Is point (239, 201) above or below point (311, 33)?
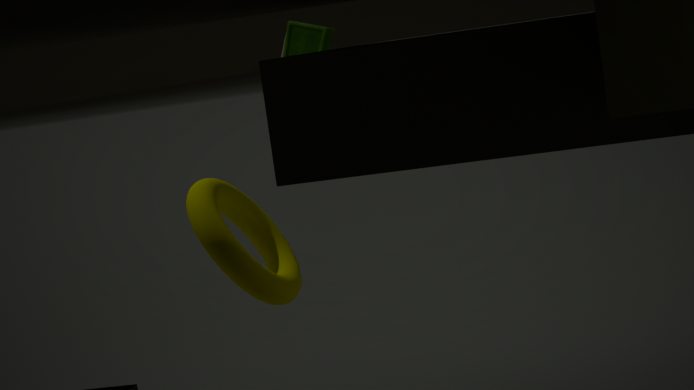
below
